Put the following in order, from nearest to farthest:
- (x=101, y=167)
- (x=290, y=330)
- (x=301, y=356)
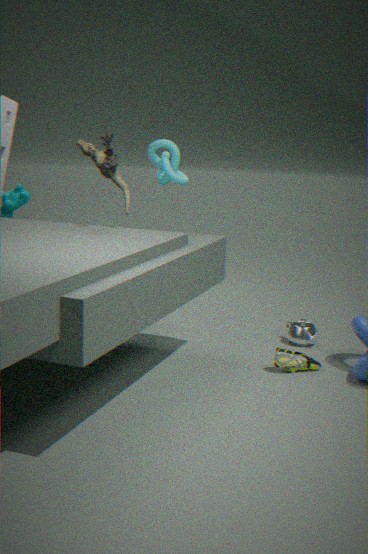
(x=101, y=167) < (x=301, y=356) < (x=290, y=330)
